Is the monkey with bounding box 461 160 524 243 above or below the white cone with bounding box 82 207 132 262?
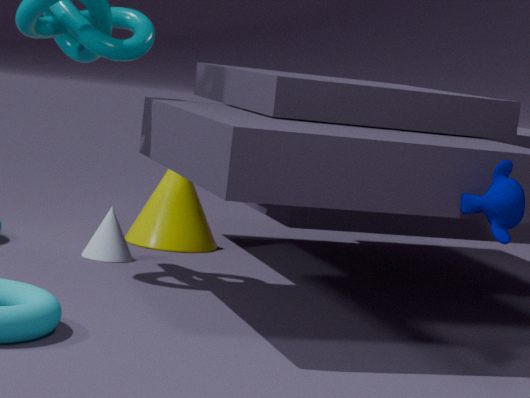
above
